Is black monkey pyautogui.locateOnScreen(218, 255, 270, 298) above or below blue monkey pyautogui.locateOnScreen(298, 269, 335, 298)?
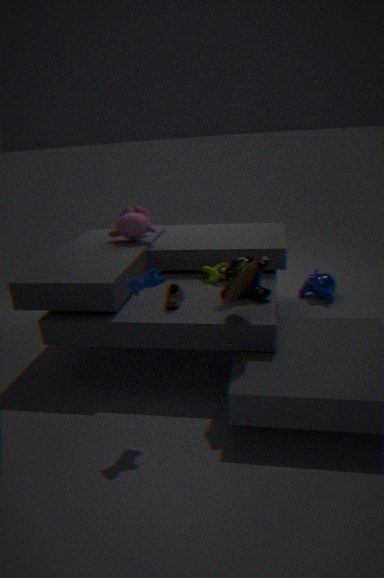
above
